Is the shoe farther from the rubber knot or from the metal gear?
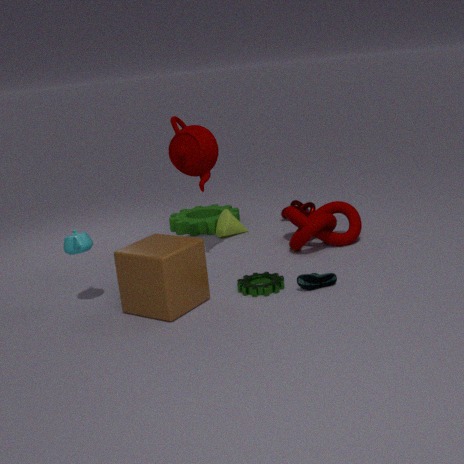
the rubber knot
